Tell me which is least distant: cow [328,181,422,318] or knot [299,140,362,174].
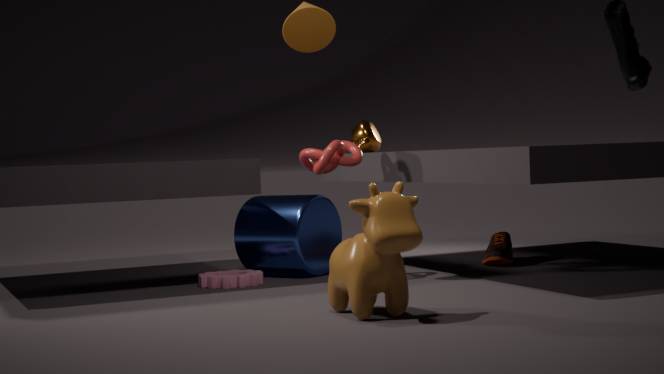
cow [328,181,422,318]
